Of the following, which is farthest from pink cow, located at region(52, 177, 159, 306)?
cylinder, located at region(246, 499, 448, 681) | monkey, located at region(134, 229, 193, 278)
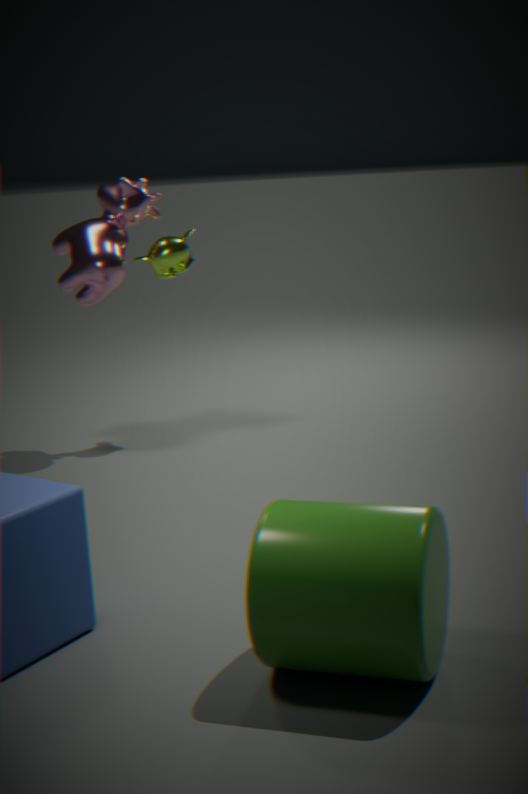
cylinder, located at region(246, 499, 448, 681)
